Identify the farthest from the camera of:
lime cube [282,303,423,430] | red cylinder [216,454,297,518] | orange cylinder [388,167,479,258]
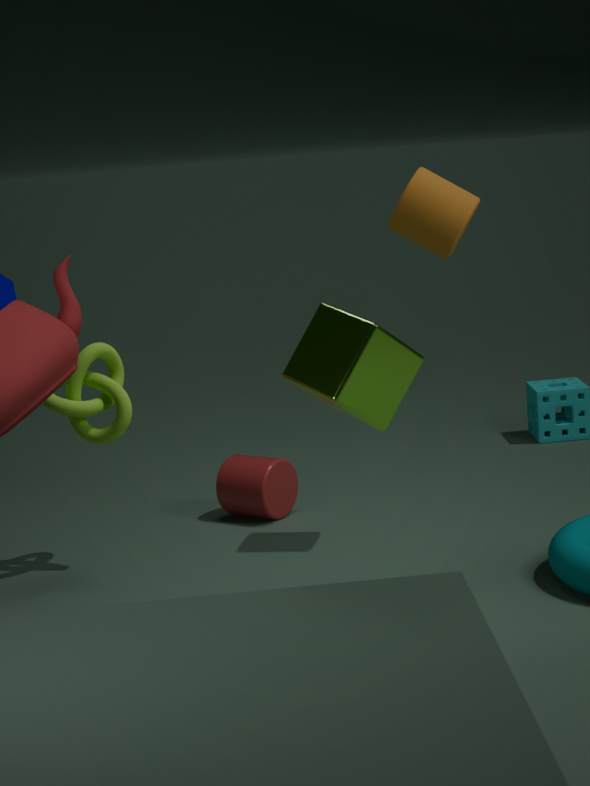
red cylinder [216,454,297,518]
